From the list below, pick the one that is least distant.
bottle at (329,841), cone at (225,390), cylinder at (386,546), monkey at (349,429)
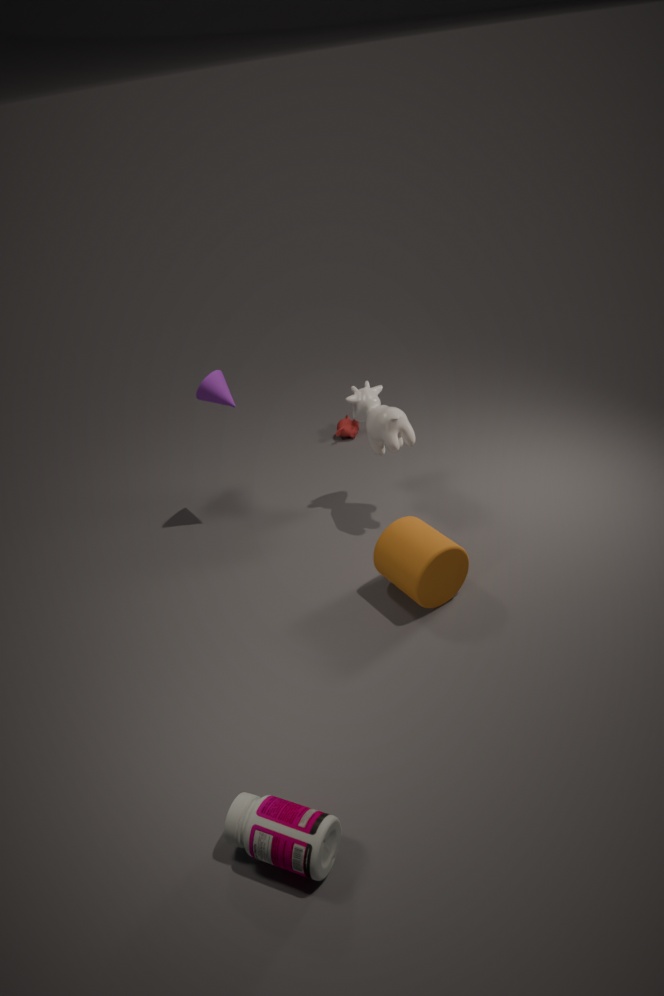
bottle at (329,841)
